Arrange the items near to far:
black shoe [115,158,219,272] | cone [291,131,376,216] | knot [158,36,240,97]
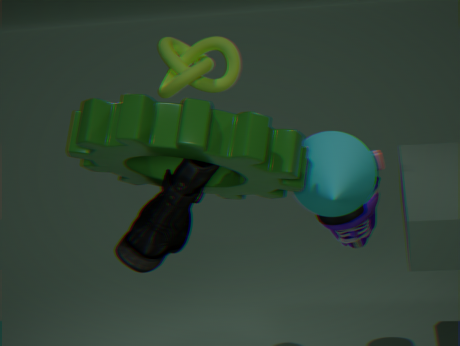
black shoe [115,158,219,272] < cone [291,131,376,216] < knot [158,36,240,97]
